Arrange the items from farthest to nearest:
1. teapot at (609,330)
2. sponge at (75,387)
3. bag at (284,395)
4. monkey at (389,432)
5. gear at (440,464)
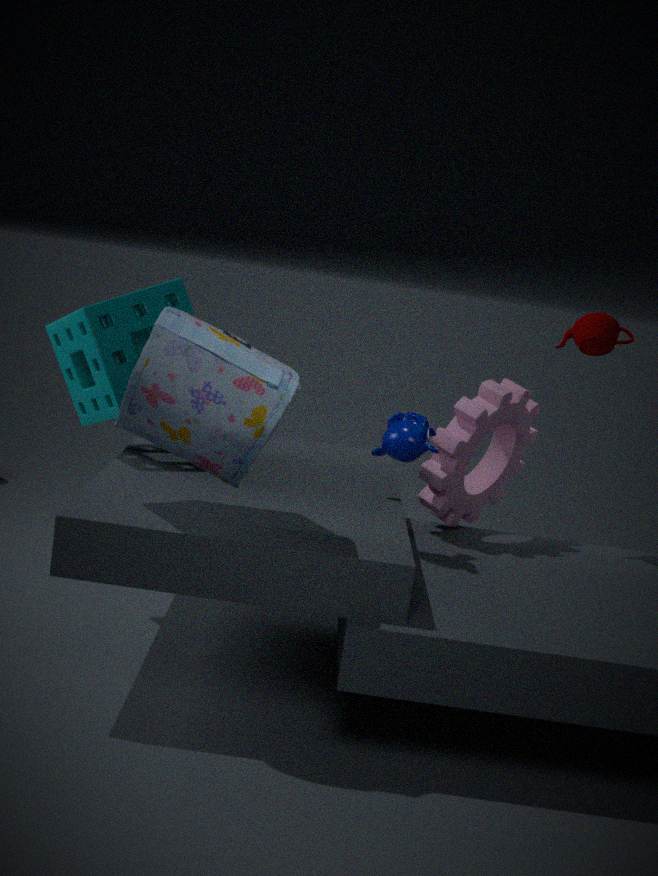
1. teapot at (609,330)
2. gear at (440,464)
3. sponge at (75,387)
4. monkey at (389,432)
5. bag at (284,395)
